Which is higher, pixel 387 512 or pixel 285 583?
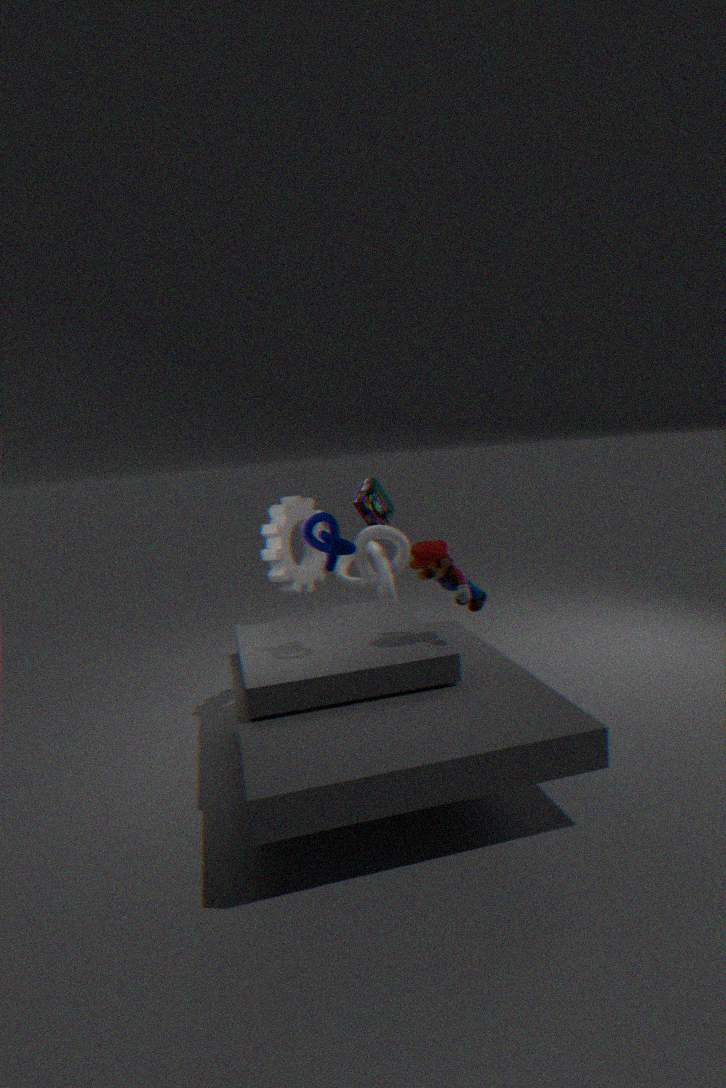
pixel 387 512
